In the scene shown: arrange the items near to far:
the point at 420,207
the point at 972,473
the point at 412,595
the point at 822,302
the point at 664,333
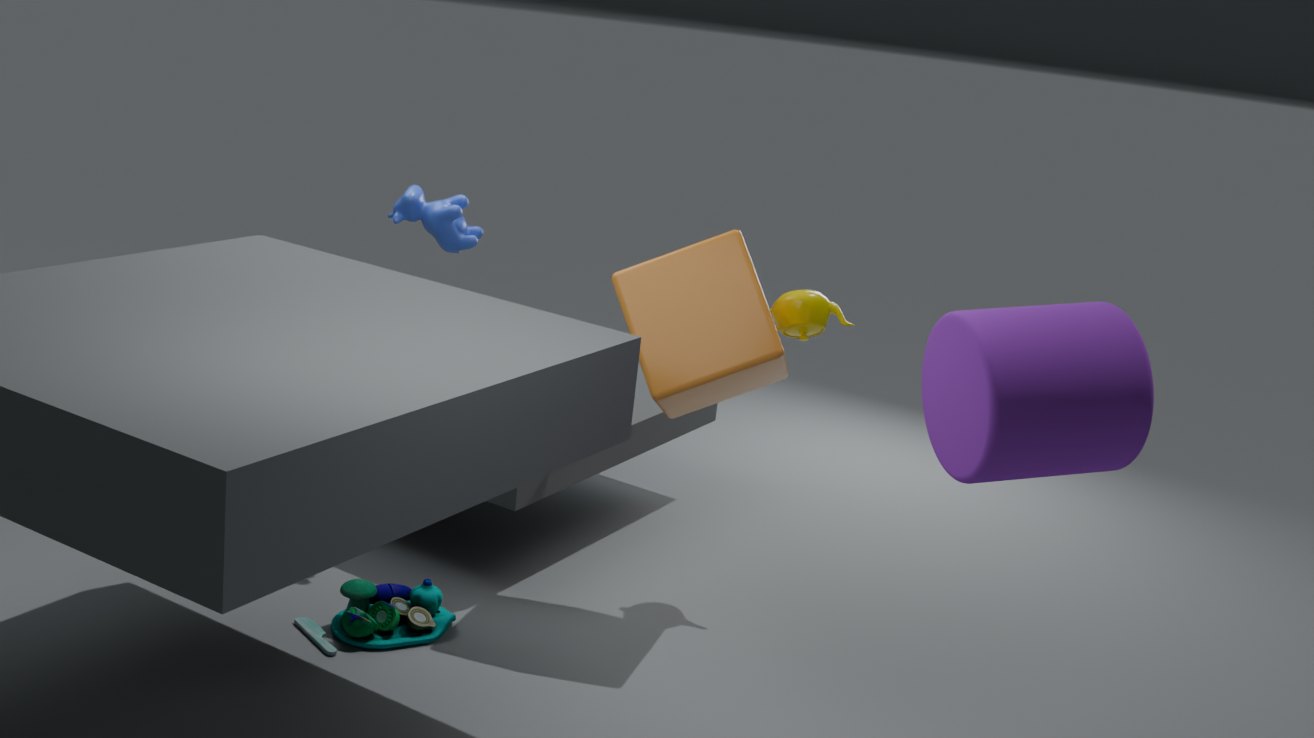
1. the point at 972,473
2. the point at 664,333
3. the point at 412,595
4. the point at 822,302
5. the point at 420,207
